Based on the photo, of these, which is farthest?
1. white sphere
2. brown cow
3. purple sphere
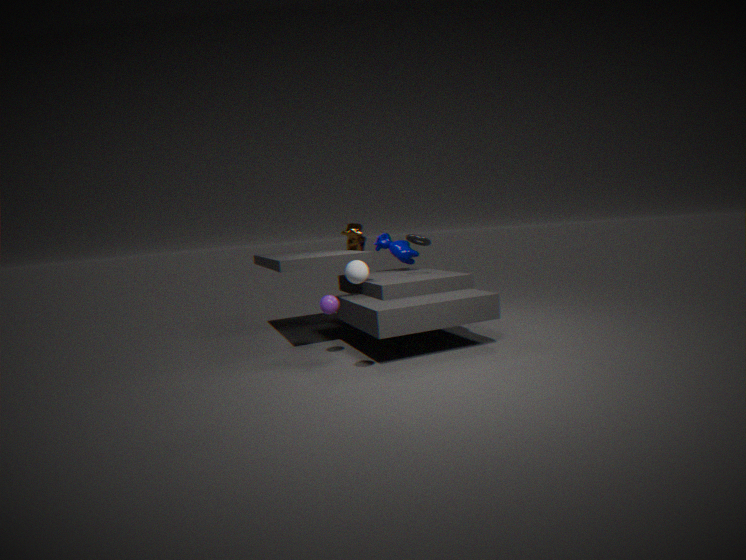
brown cow
